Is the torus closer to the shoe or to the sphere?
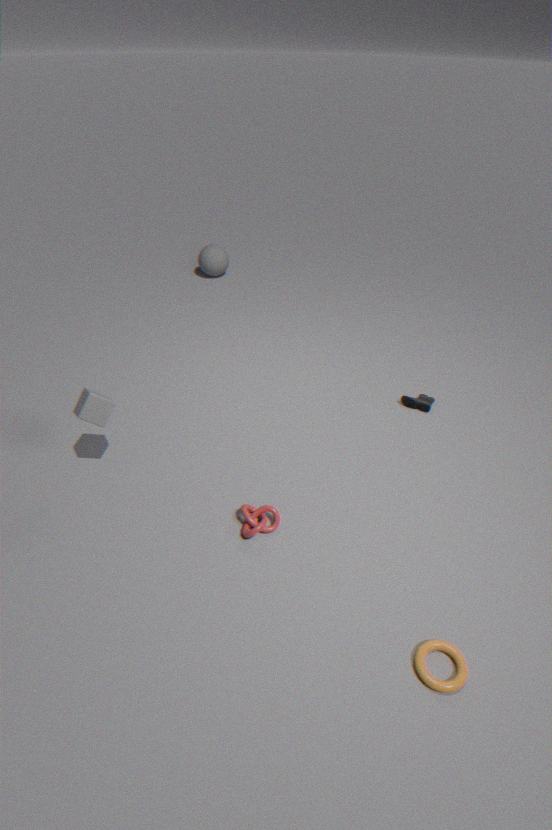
the shoe
